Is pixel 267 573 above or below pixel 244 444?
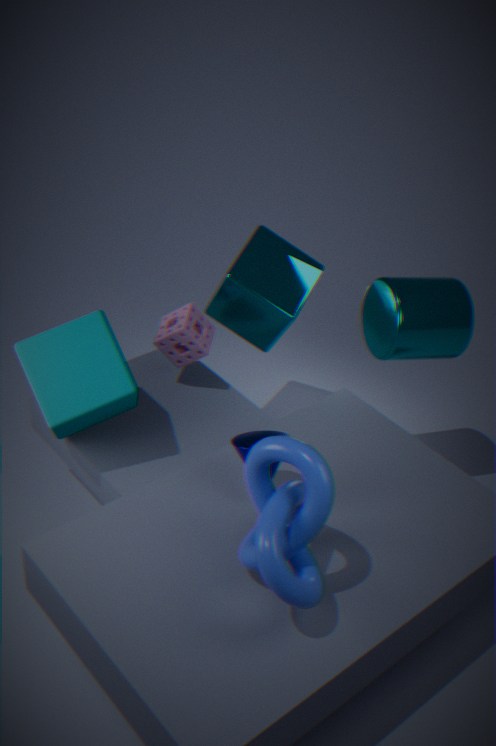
above
